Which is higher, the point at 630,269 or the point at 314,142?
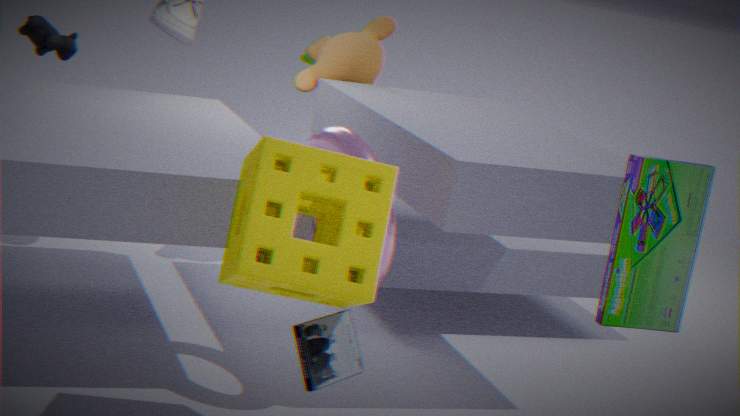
the point at 630,269
